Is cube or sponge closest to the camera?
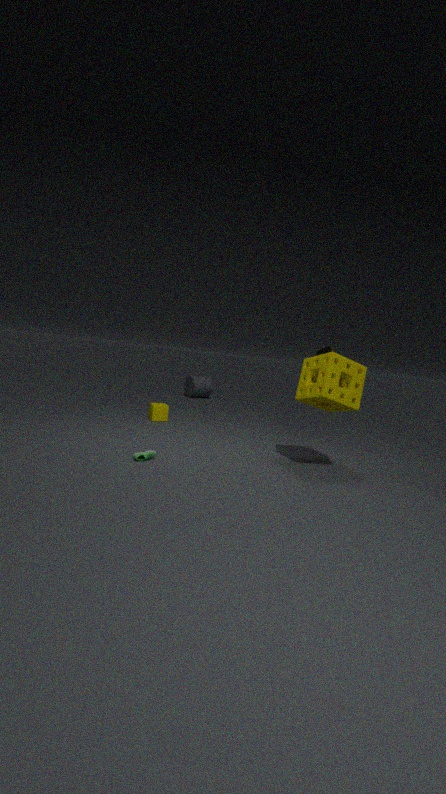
sponge
